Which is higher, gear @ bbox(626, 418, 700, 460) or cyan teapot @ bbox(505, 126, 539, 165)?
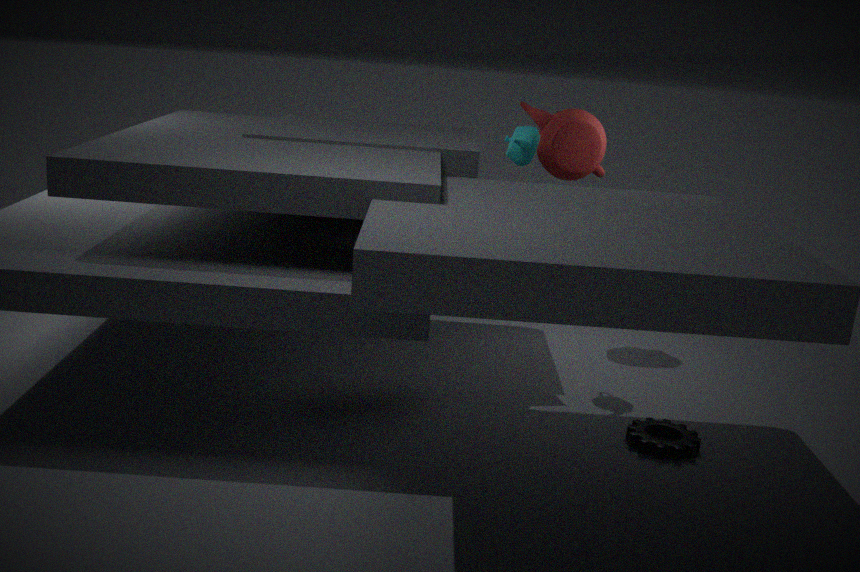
cyan teapot @ bbox(505, 126, 539, 165)
